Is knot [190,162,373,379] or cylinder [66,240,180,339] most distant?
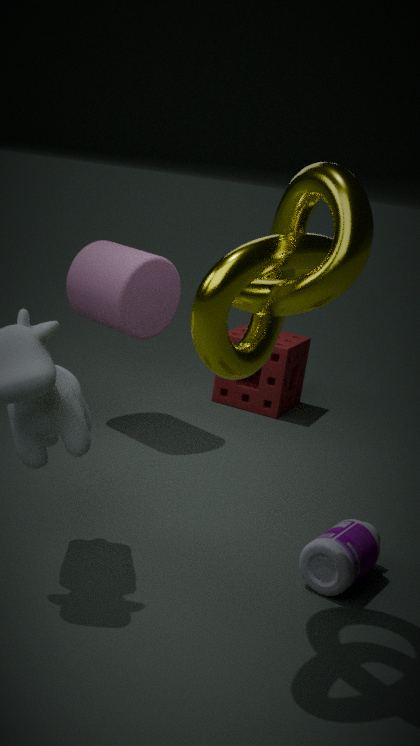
cylinder [66,240,180,339]
